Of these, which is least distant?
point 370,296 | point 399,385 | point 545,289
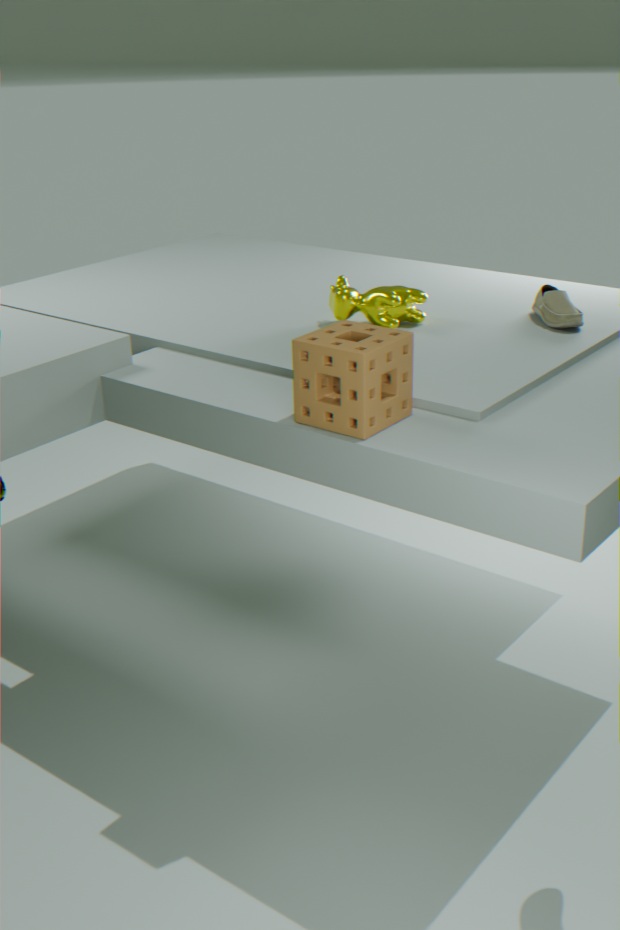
point 399,385
